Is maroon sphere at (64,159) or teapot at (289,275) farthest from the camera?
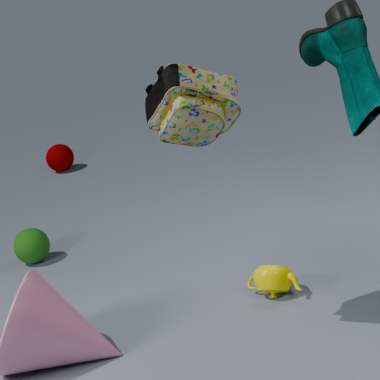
maroon sphere at (64,159)
